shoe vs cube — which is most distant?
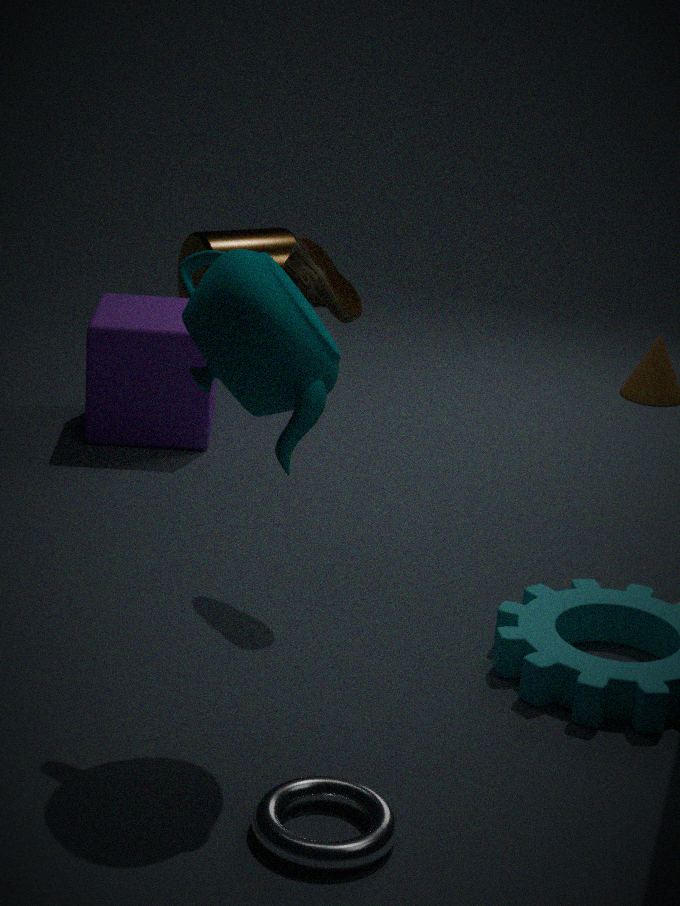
cube
